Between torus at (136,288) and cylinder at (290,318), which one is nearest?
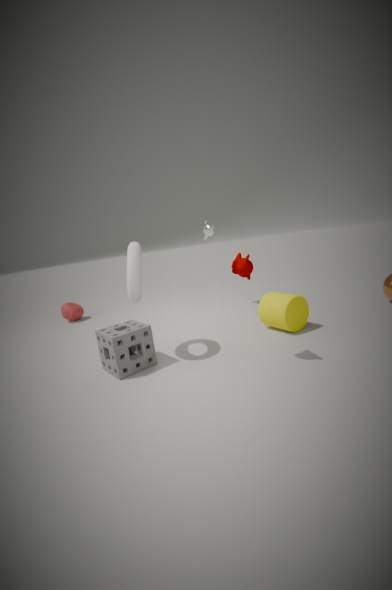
torus at (136,288)
